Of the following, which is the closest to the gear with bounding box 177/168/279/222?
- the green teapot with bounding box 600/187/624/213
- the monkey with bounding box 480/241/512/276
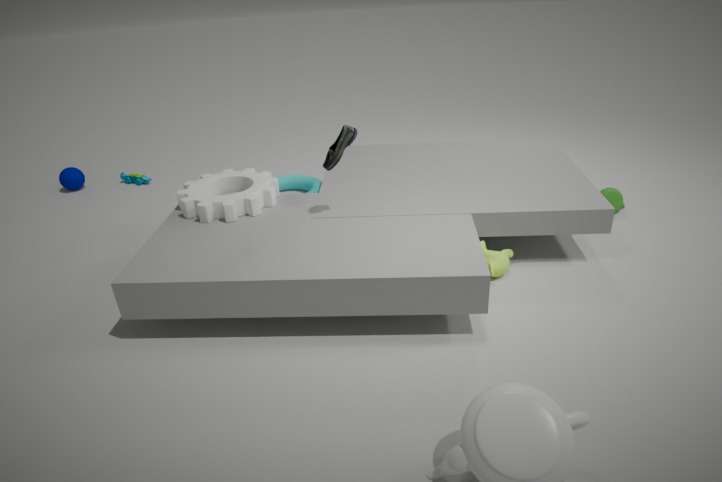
the monkey with bounding box 480/241/512/276
